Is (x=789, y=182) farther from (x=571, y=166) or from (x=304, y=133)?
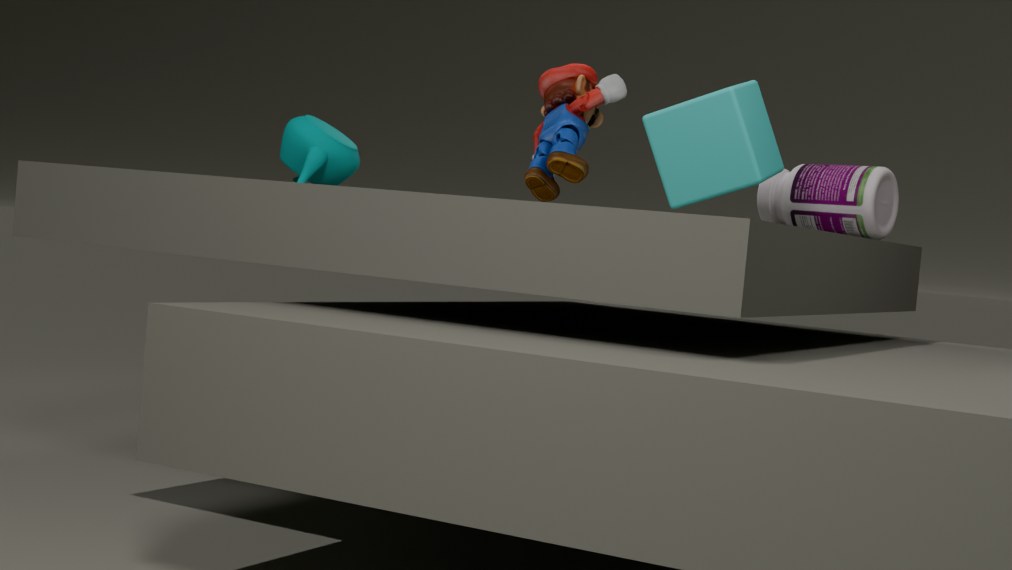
(x=304, y=133)
